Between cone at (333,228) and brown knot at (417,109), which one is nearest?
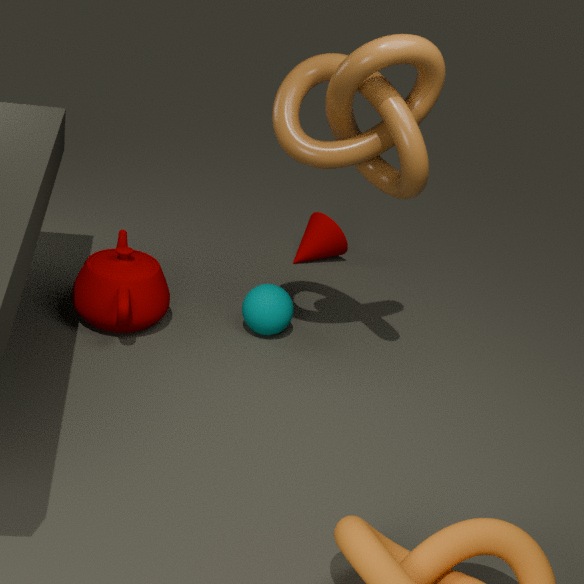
brown knot at (417,109)
